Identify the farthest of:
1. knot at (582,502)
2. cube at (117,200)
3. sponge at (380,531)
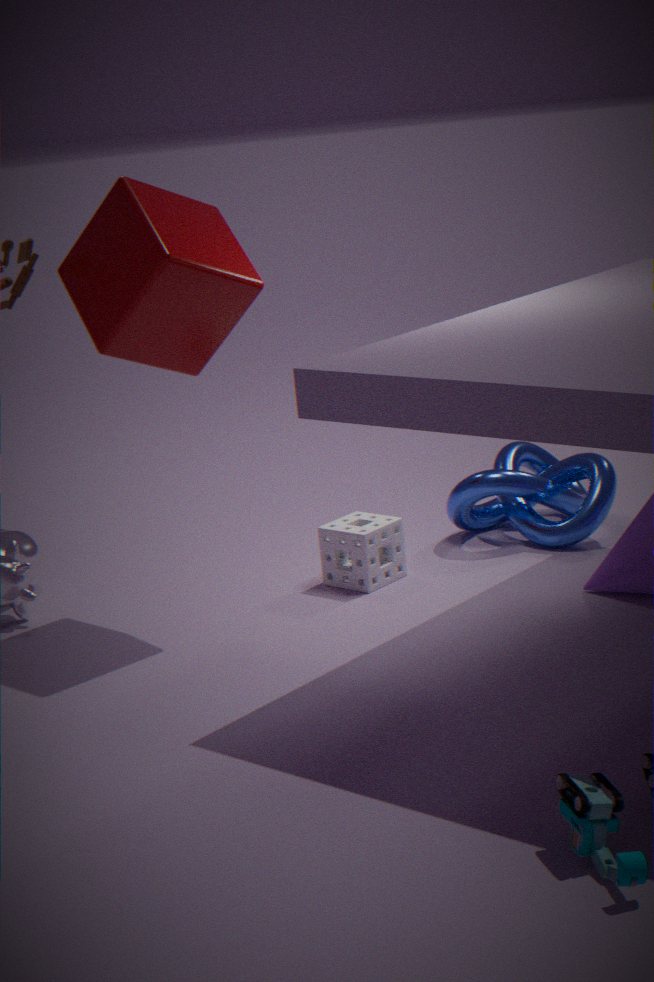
knot at (582,502)
